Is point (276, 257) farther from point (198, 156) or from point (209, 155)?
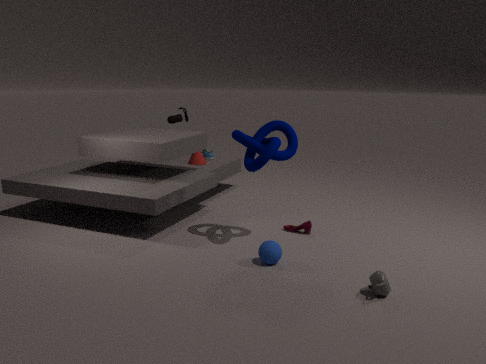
point (209, 155)
